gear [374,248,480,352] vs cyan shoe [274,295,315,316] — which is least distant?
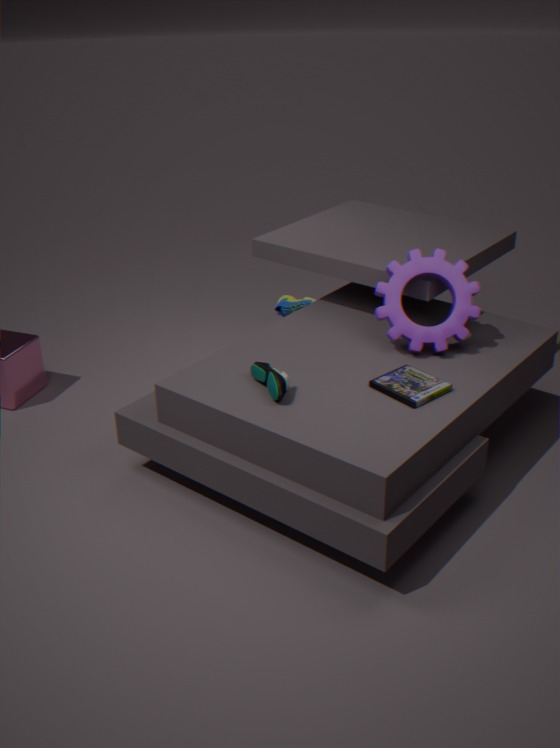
gear [374,248,480,352]
